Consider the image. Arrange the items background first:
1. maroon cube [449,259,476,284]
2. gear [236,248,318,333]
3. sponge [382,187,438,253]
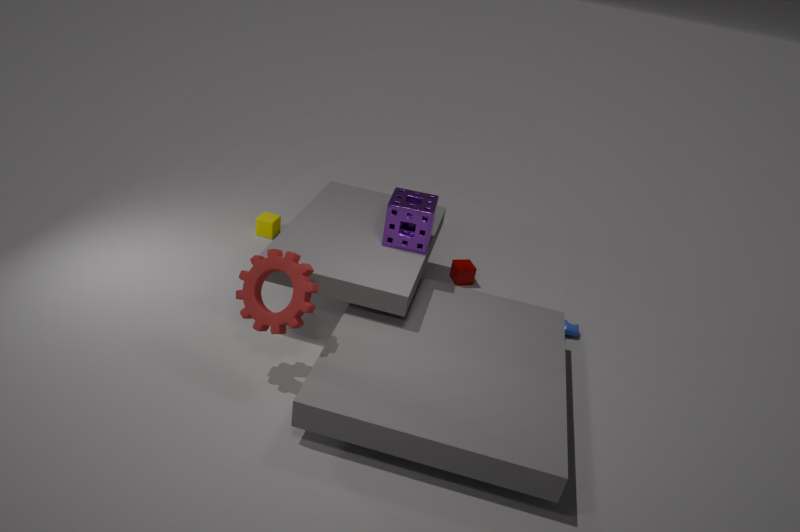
maroon cube [449,259,476,284]
sponge [382,187,438,253]
gear [236,248,318,333]
